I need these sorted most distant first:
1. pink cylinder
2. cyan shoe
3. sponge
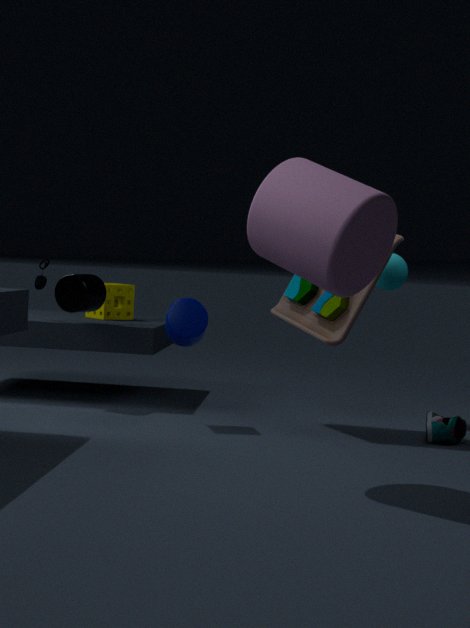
1. sponge
2. cyan shoe
3. pink cylinder
